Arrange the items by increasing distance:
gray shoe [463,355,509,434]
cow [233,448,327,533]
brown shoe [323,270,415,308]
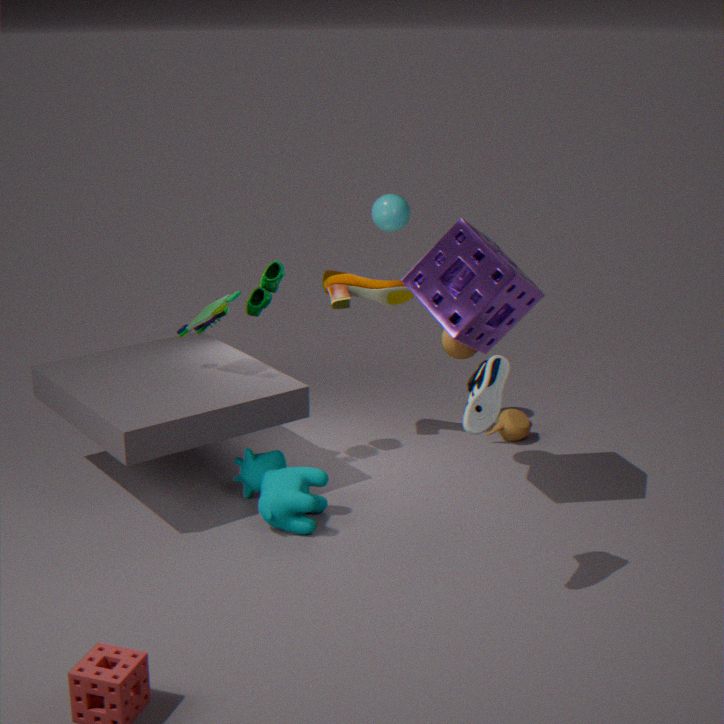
1. gray shoe [463,355,509,434]
2. cow [233,448,327,533]
3. brown shoe [323,270,415,308]
